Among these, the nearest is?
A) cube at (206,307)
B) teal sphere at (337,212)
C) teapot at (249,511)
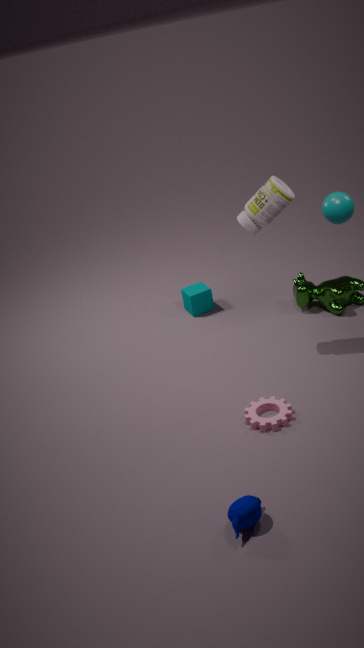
teapot at (249,511)
